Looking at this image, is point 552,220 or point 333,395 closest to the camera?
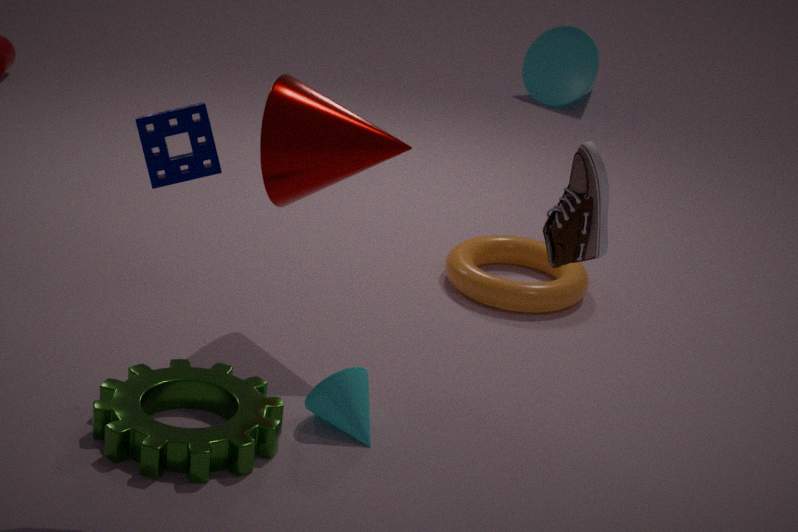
point 552,220
